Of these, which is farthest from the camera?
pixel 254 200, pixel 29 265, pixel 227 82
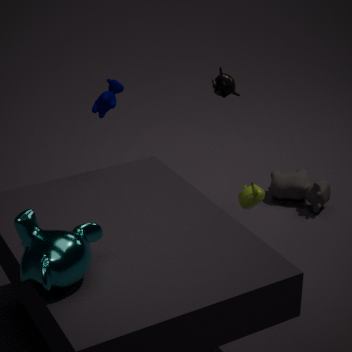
pixel 227 82
